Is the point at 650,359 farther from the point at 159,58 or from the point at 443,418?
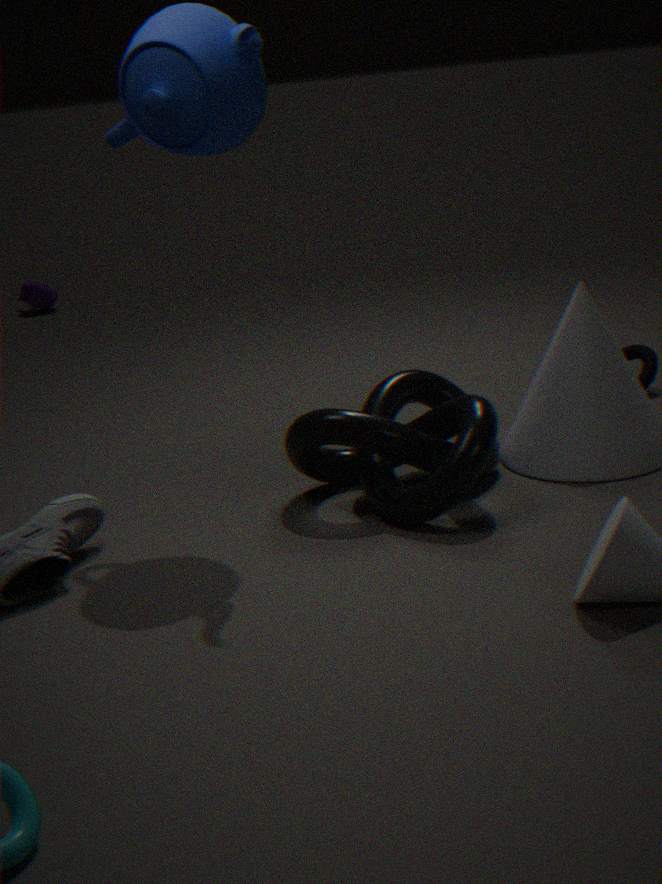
the point at 159,58
